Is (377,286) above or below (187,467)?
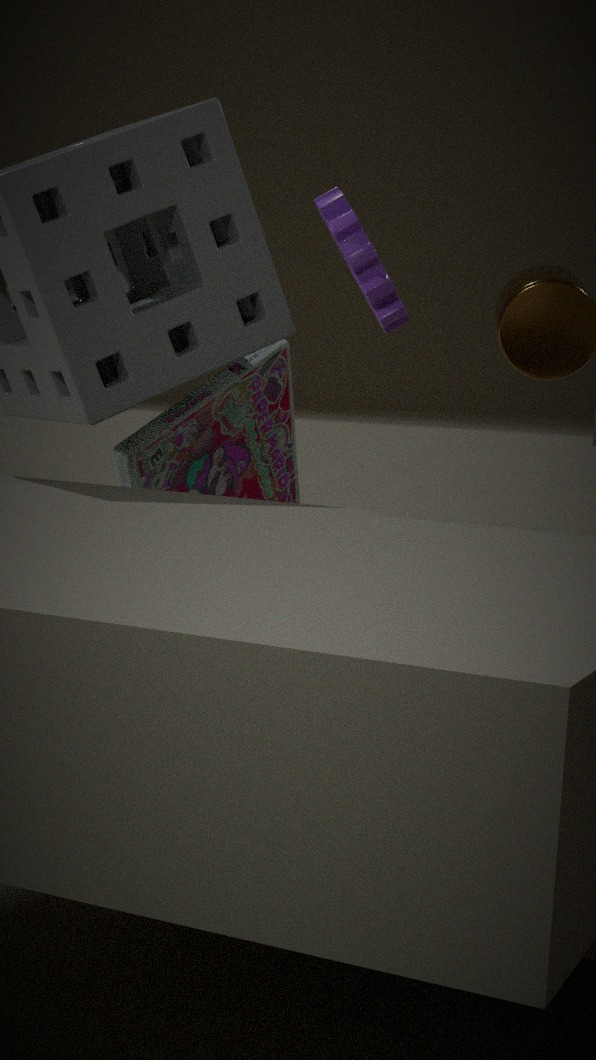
above
